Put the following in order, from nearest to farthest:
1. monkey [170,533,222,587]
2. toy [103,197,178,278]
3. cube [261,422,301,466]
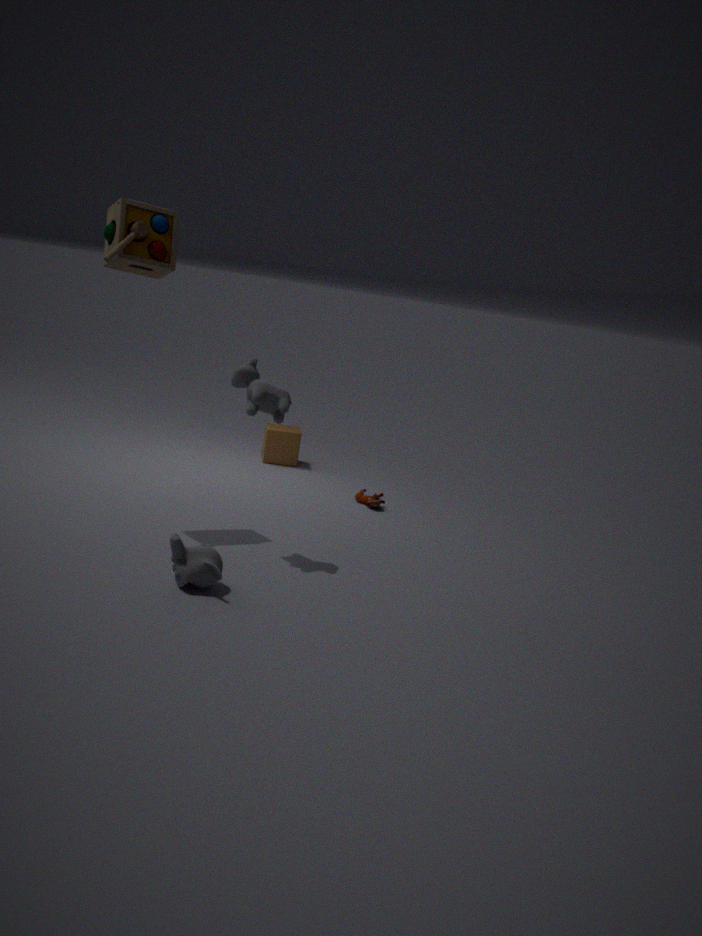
1. monkey [170,533,222,587]
2. toy [103,197,178,278]
3. cube [261,422,301,466]
